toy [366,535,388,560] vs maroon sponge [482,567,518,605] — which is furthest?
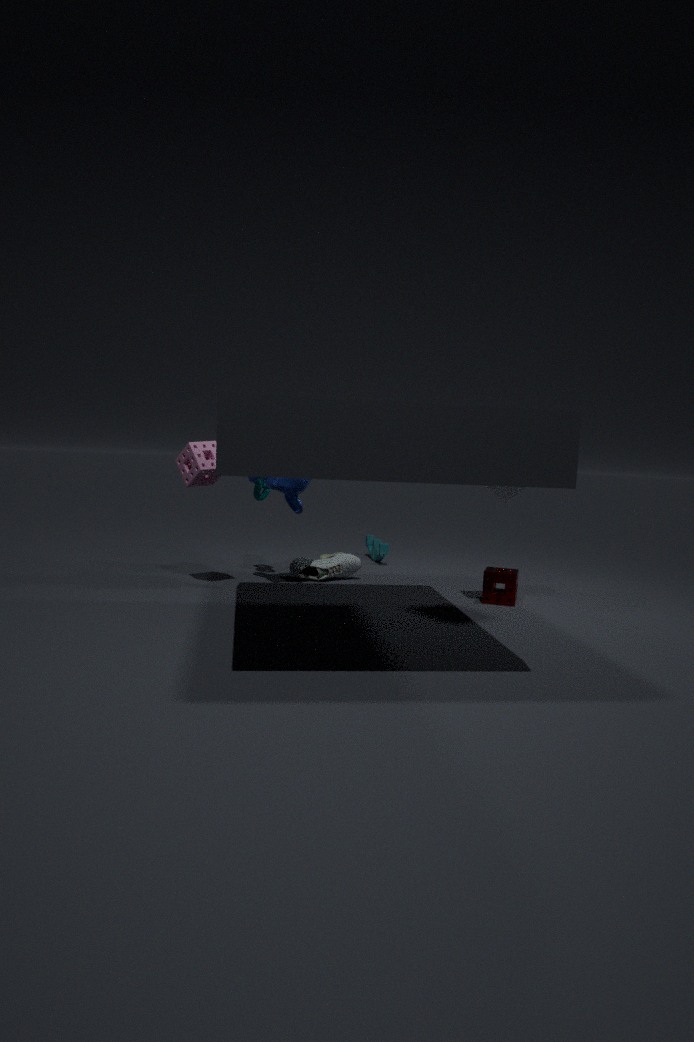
toy [366,535,388,560]
